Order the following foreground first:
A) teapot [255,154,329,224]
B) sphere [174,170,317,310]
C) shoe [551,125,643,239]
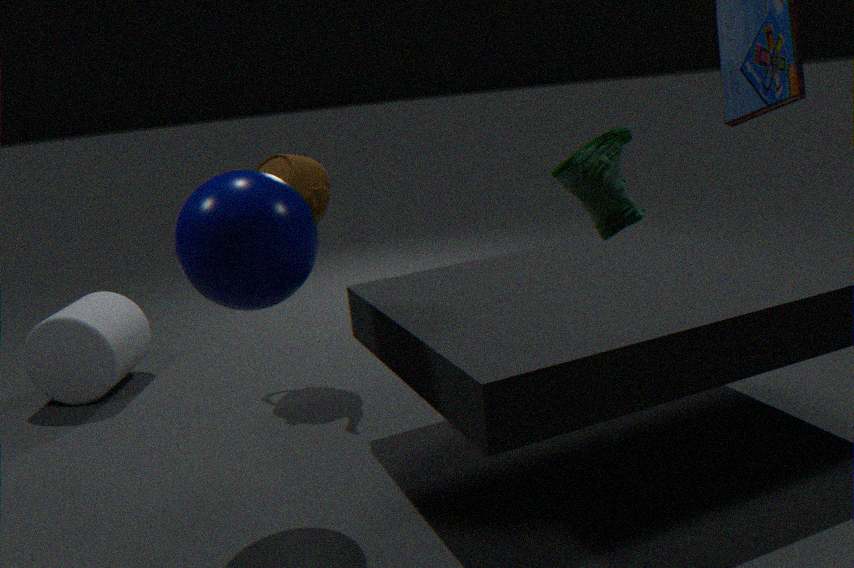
shoe [551,125,643,239]
sphere [174,170,317,310]
teapot [255,154,329,224]
